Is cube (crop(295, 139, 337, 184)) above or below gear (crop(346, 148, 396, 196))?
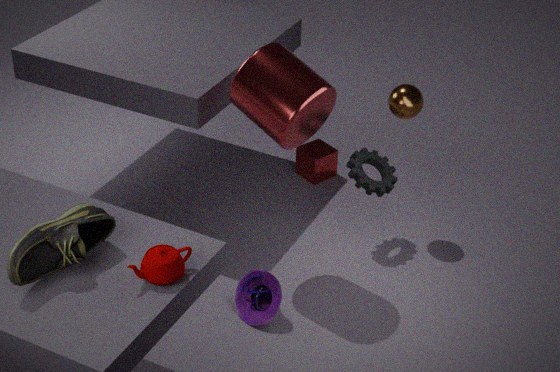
below
